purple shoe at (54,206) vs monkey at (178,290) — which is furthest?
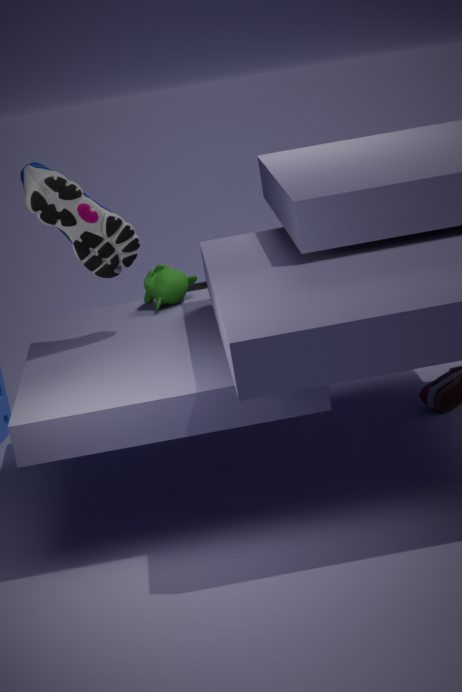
monkey at (178,290)
